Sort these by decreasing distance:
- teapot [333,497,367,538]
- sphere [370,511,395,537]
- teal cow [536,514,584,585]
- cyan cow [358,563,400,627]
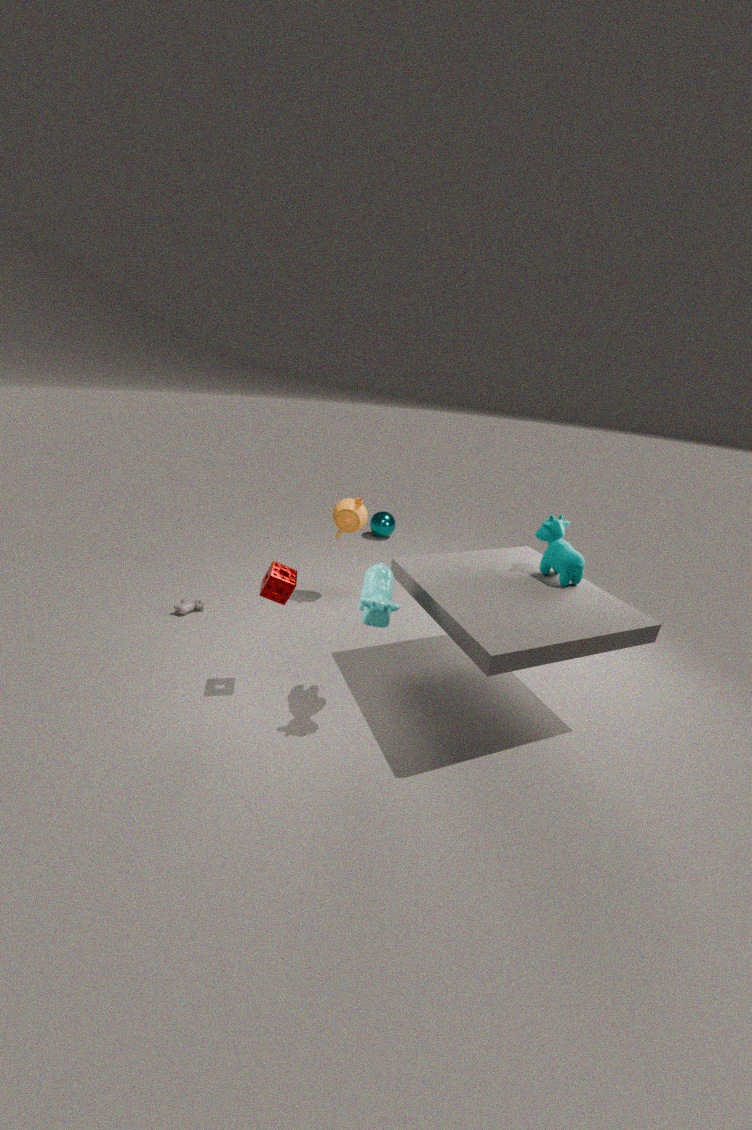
sphere [370,511,395,537]
teapot [333,497,367,538]
teal cow [536,514,584,585]
cyan cow [358,563,400,627]
